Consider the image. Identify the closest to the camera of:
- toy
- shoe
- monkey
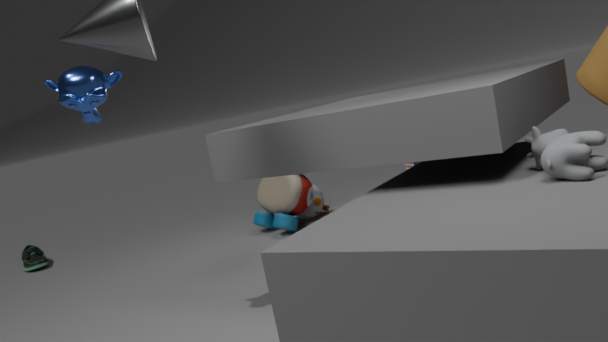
monkey
